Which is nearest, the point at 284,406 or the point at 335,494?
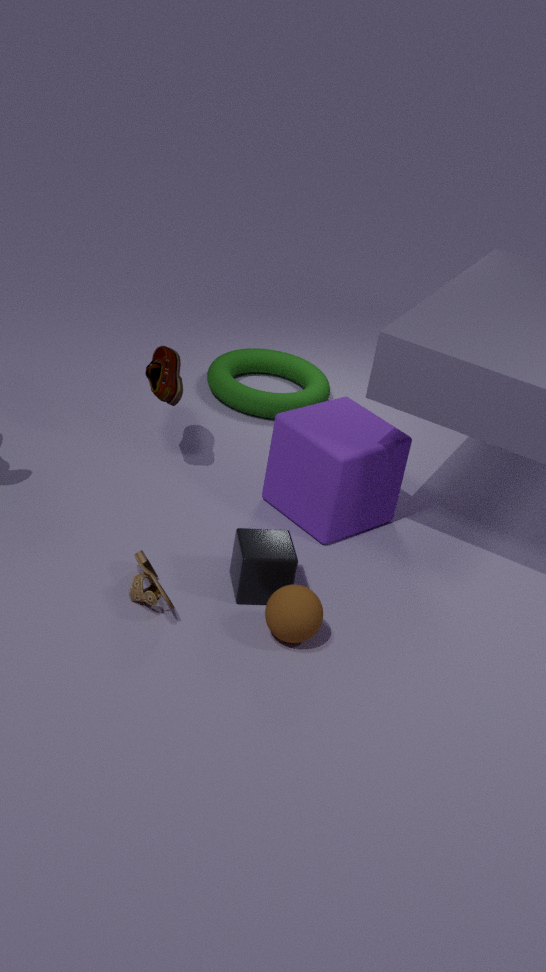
the point at 335,494
